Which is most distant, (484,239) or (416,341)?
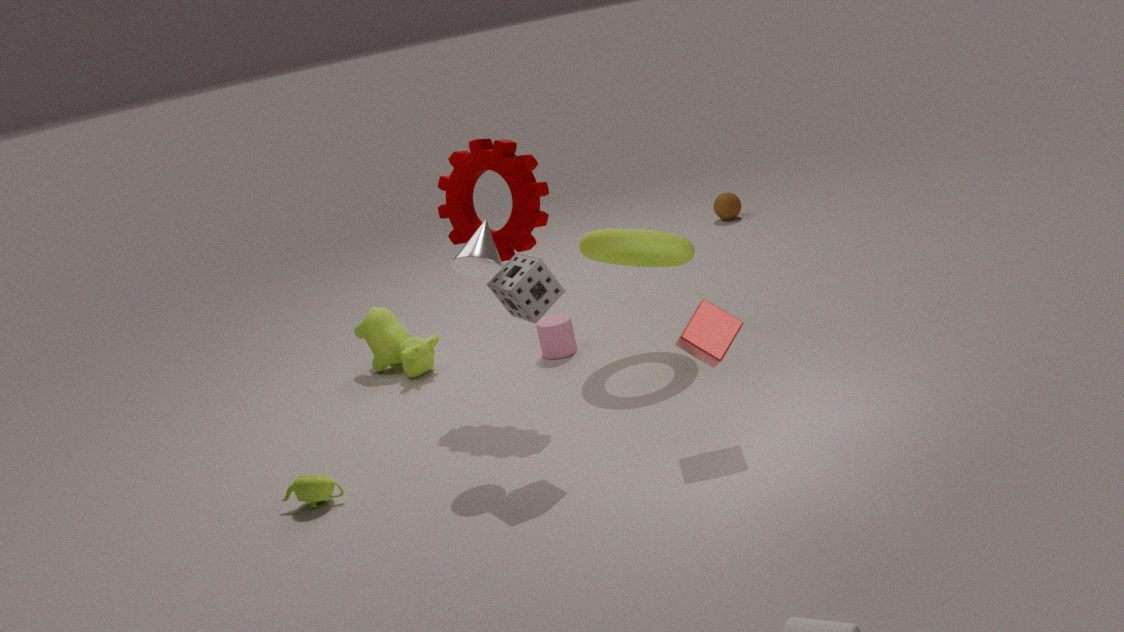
(416,341)
